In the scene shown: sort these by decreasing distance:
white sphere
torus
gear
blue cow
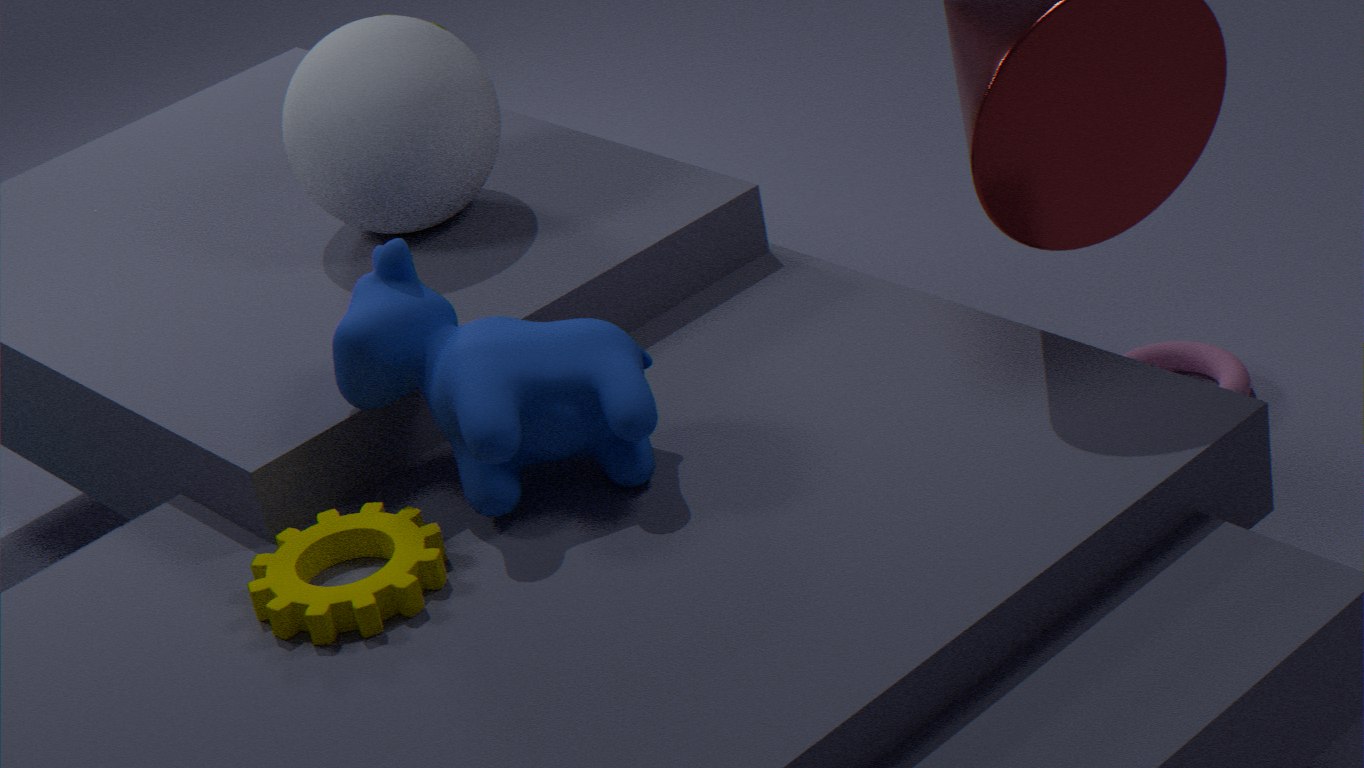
torus, white sphere, blue cow, gear
